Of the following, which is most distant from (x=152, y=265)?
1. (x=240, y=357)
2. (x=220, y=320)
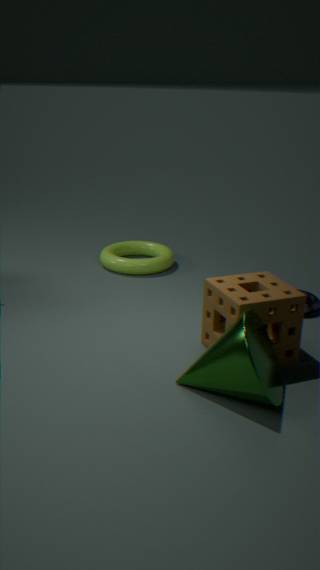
(x=240, y=357)
